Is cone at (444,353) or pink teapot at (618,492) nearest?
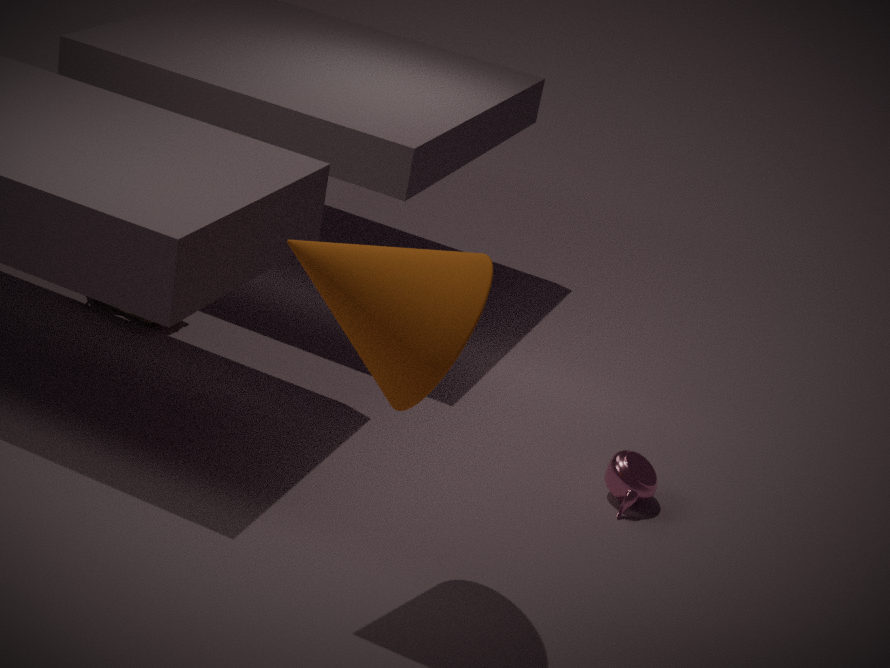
cone at (444,353)
